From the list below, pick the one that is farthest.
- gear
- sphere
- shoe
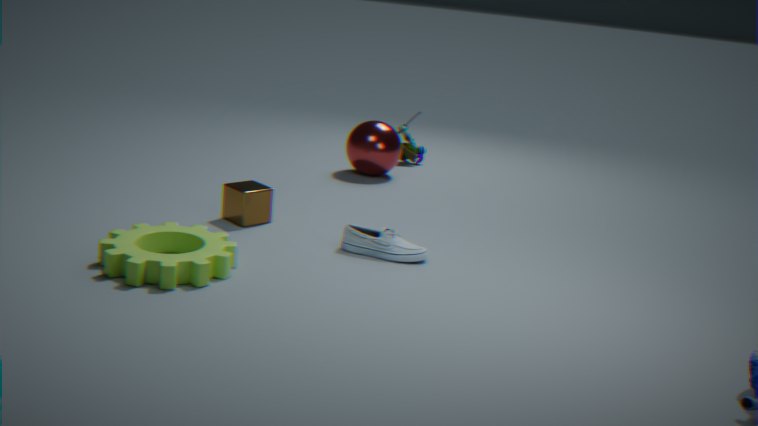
sphere
